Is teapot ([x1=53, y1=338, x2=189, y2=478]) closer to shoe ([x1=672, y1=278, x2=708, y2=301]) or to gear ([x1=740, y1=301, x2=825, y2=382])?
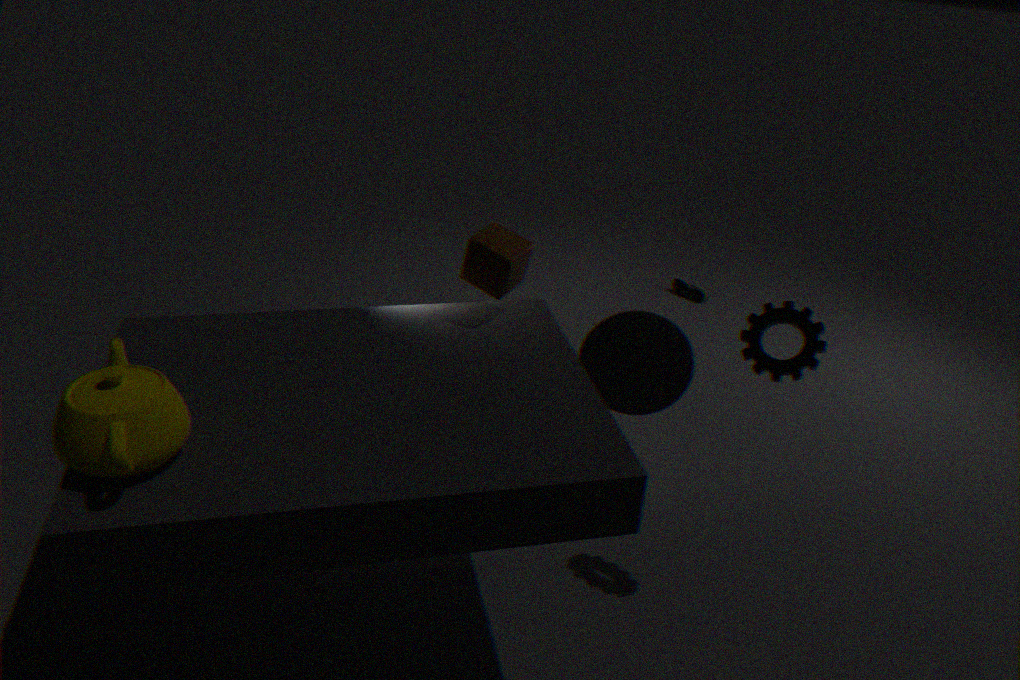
gear ([x1=740, y1=301, x2=825, y2=382])
